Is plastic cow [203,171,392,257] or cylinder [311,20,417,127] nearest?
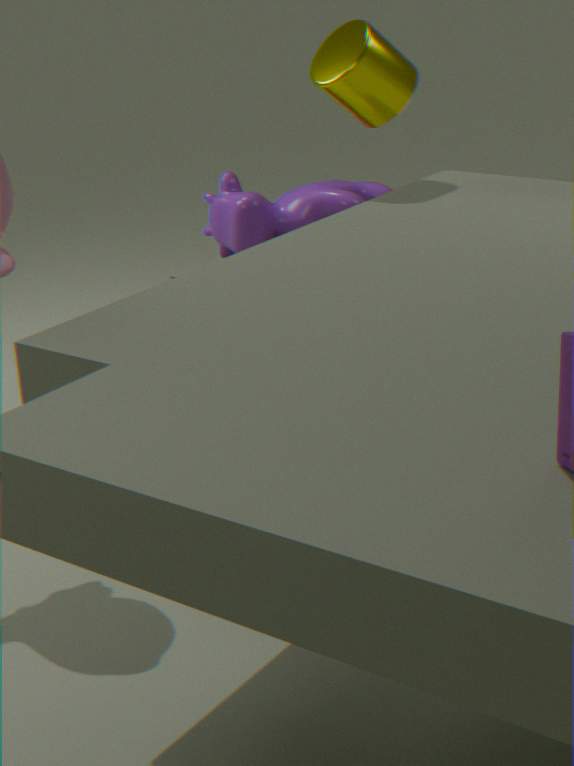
cylinder [311,20,417,127]
